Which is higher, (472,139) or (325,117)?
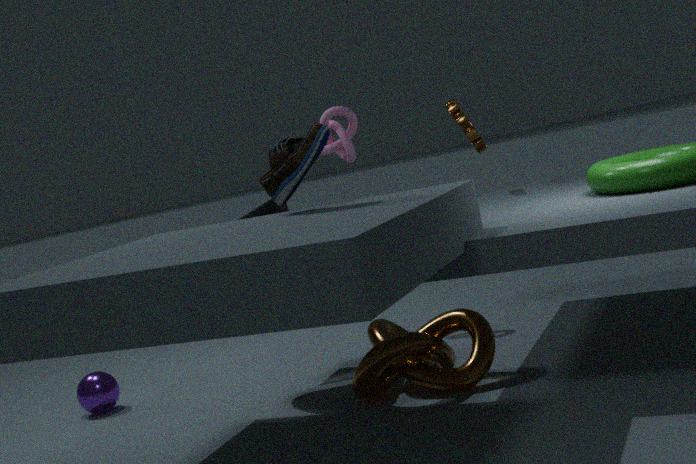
(325,117)
